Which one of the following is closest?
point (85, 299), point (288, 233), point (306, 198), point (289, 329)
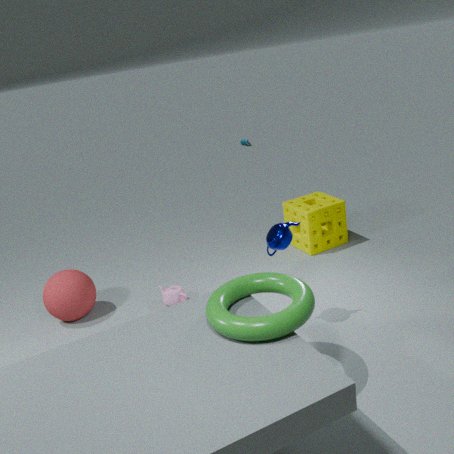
point (289, 329)
